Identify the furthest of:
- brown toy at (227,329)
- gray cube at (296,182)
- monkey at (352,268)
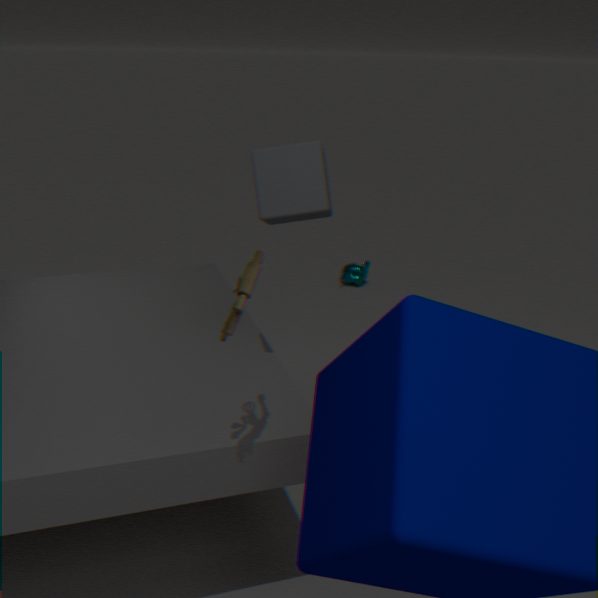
monkey at (352,268)
